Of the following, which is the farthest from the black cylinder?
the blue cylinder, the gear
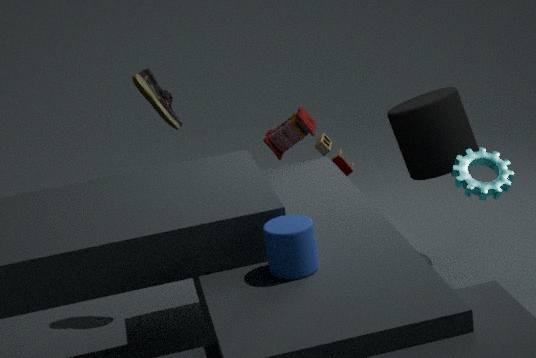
the blue cylinder
